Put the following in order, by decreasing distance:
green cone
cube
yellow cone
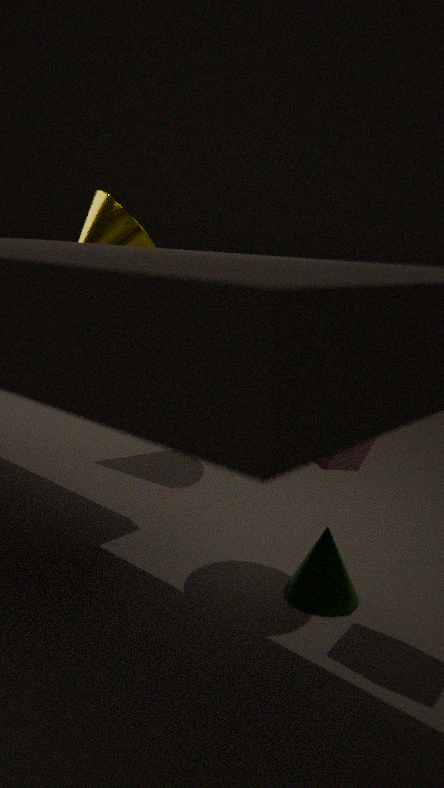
yellow cone, green cone, cube
